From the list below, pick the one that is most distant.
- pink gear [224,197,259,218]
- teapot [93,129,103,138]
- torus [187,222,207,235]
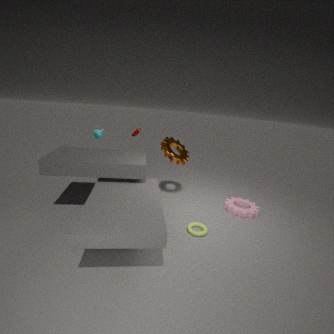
teapot [93,129,103,138]
